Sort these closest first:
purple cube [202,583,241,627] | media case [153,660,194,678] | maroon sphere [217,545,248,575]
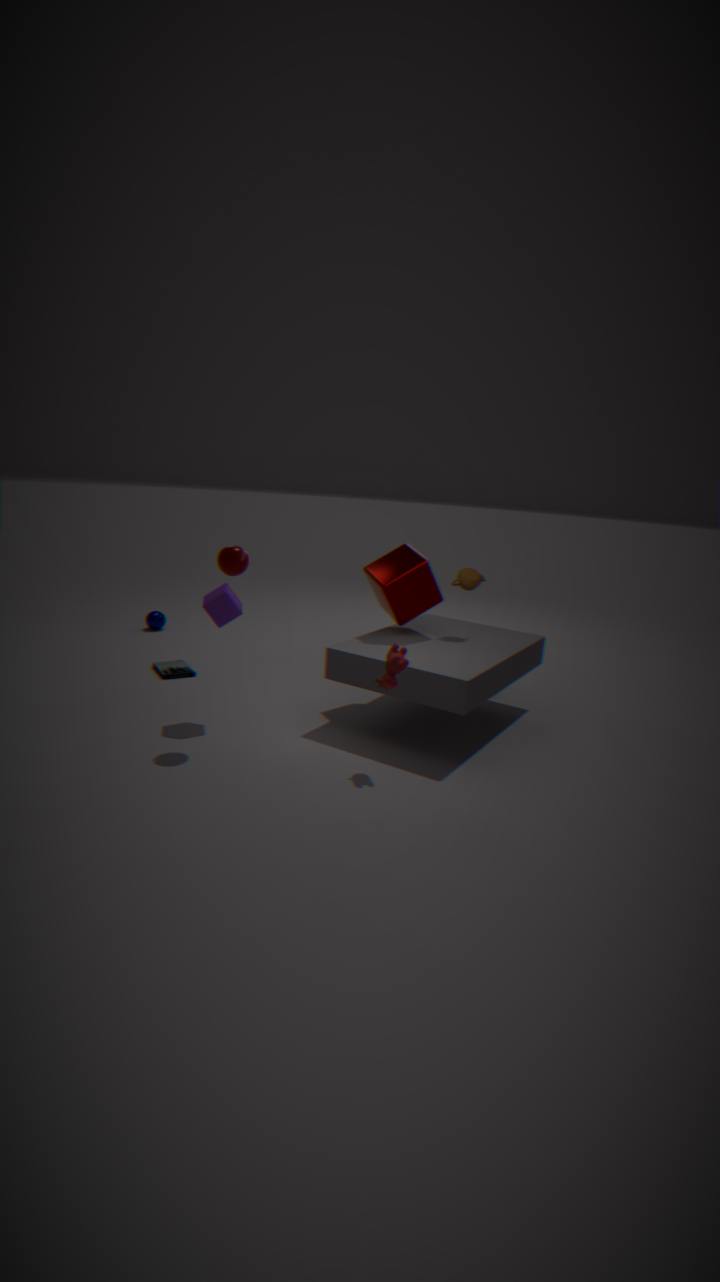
maroon sphere [217,545,248,575] → purple cube [202,583,241,627] → media case [153,660,194,678]
